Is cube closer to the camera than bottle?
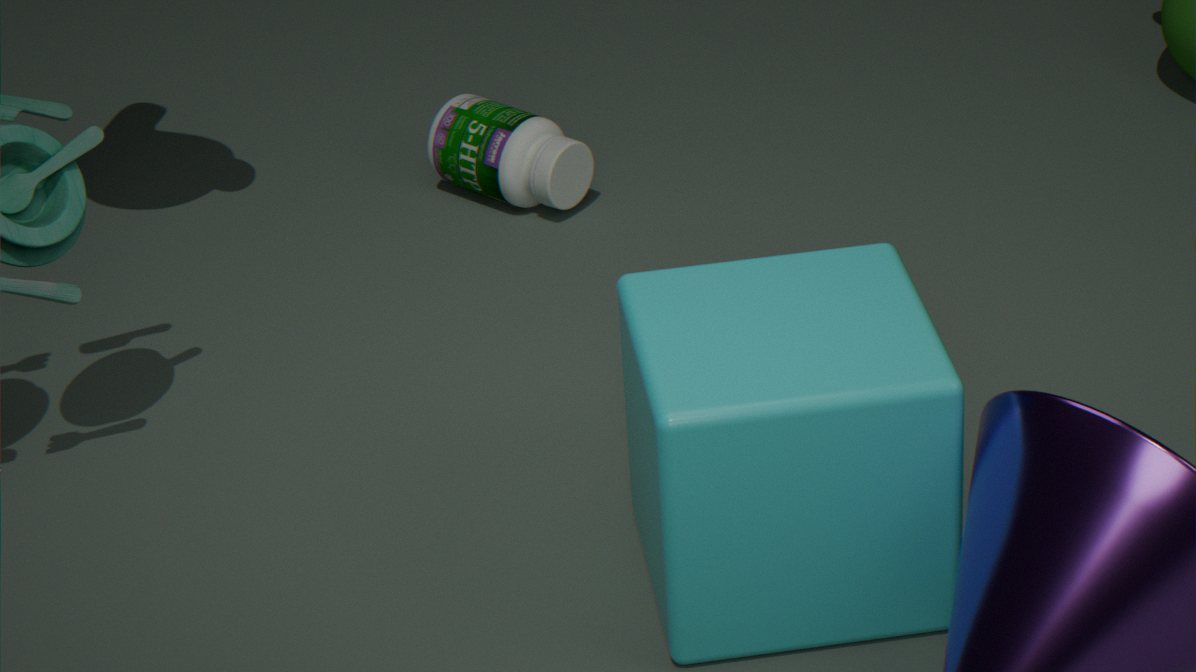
Yes
